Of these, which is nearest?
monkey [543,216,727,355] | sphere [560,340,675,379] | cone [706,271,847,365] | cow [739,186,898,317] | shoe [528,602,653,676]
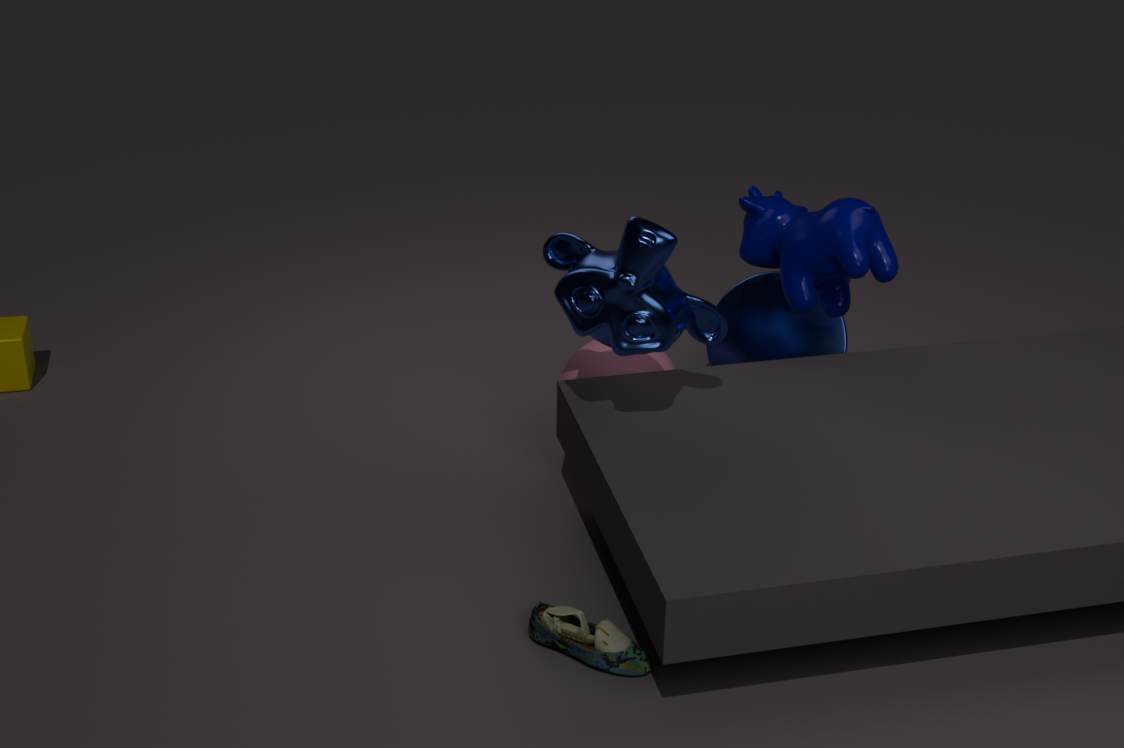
shoe [528,602,653,676]
